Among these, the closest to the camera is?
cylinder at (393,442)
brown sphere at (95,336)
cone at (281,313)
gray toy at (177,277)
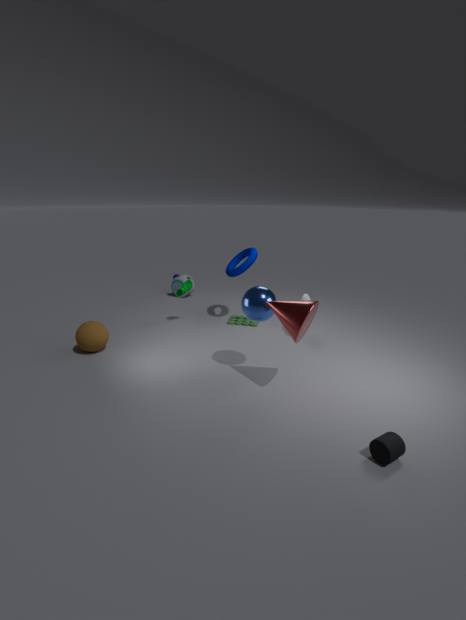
cylinder at (393,442)
